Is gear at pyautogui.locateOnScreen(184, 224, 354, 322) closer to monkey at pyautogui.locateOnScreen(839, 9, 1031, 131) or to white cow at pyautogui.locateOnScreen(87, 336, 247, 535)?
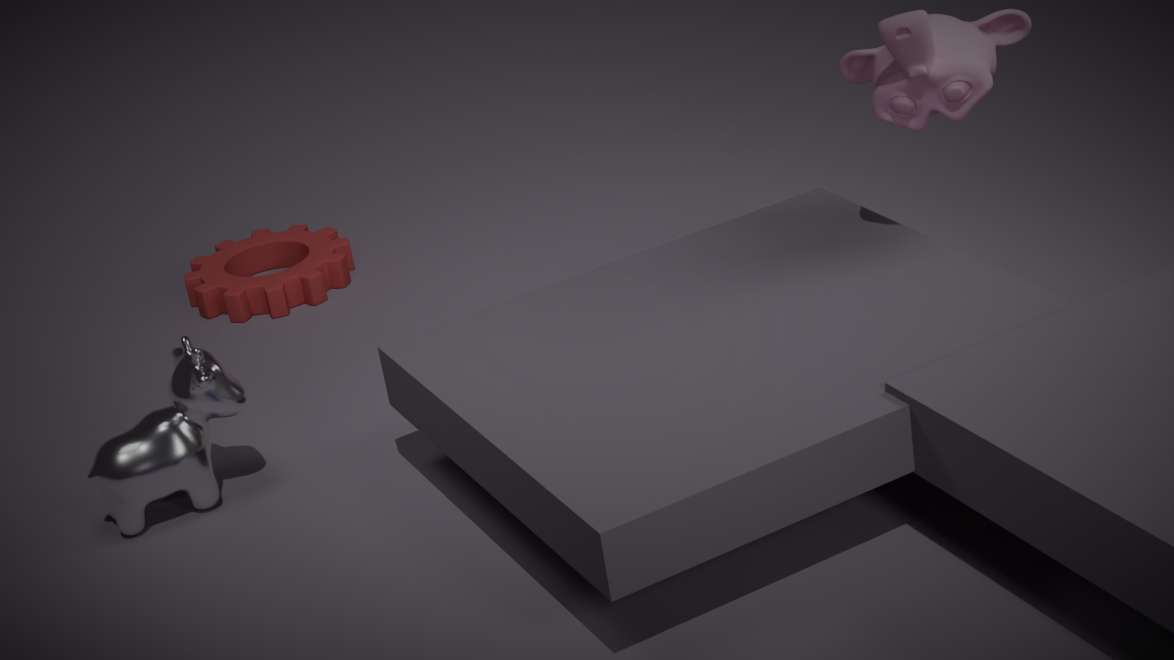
white cow at pyautogui.locateOnScreen(87, 336, 247, 535)
